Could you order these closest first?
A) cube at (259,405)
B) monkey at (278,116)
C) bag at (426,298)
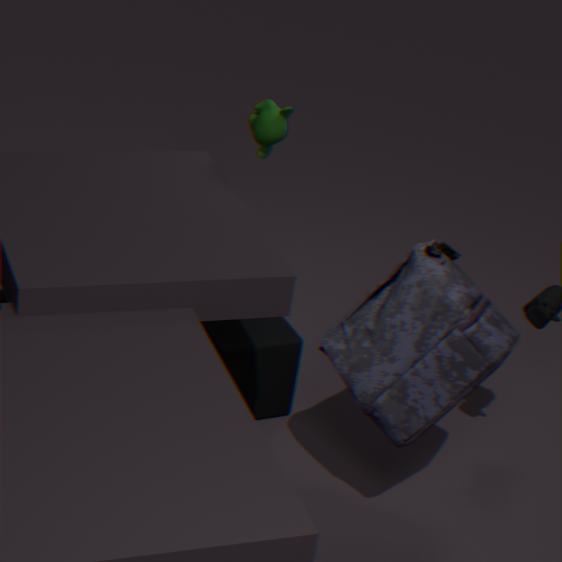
bag at (426,298)
monkey at (278,116)
cube at (259,405)
